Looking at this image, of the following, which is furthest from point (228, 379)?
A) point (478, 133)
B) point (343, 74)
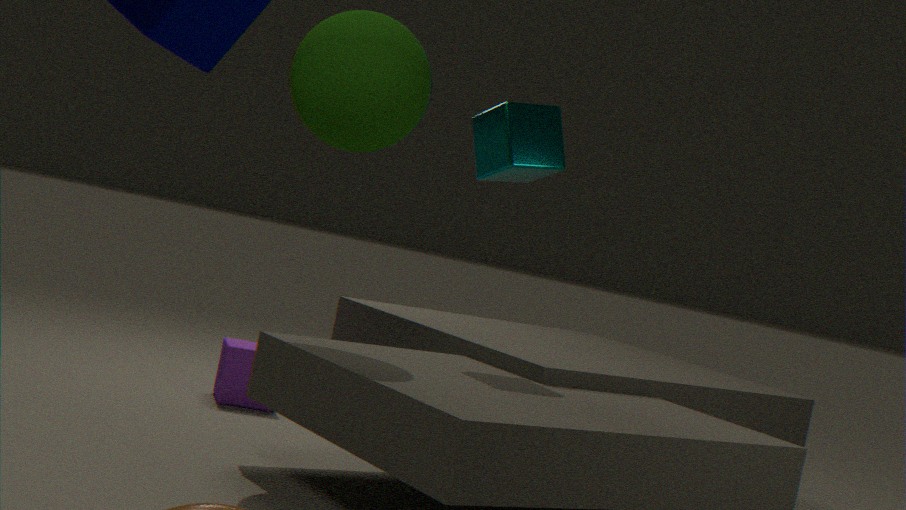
point (478, 133)
